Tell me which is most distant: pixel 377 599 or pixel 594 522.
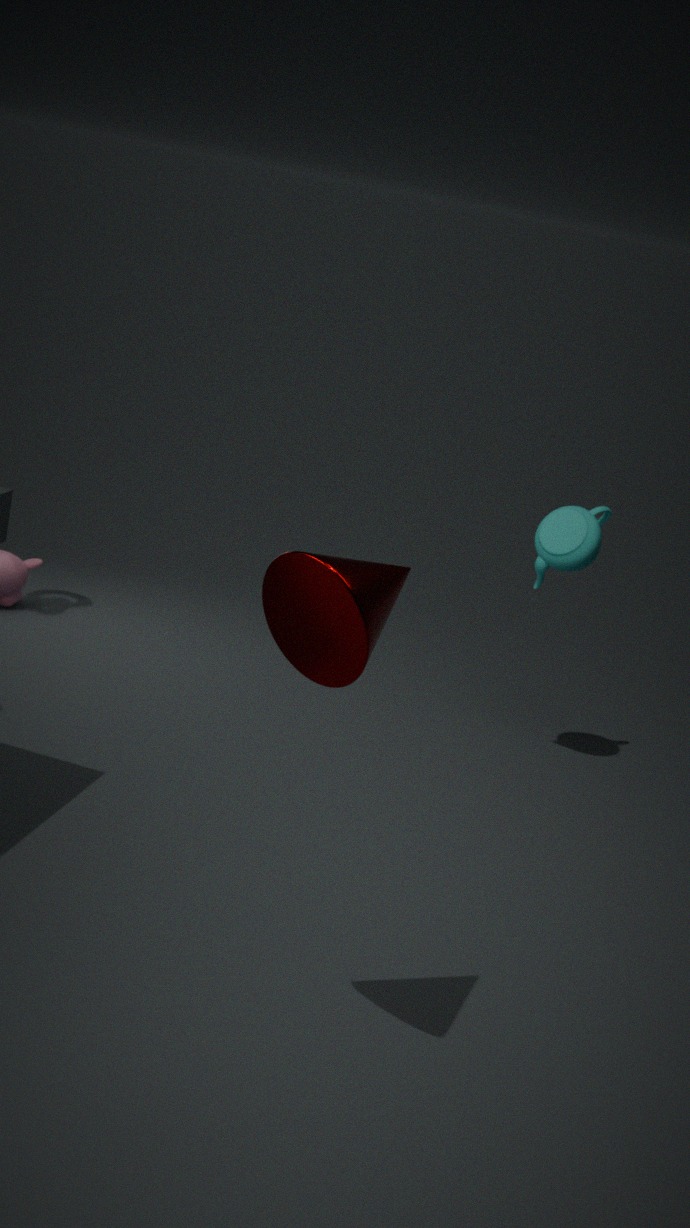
pixel 594 522
